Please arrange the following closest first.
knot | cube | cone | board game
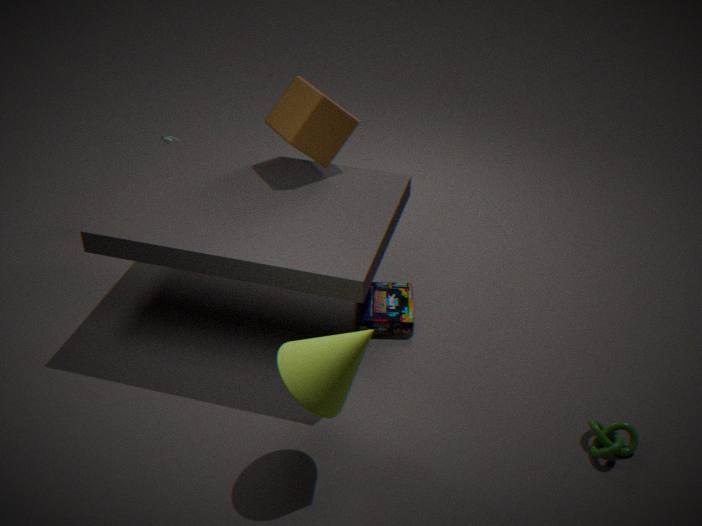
cone < knot < cube < board game
